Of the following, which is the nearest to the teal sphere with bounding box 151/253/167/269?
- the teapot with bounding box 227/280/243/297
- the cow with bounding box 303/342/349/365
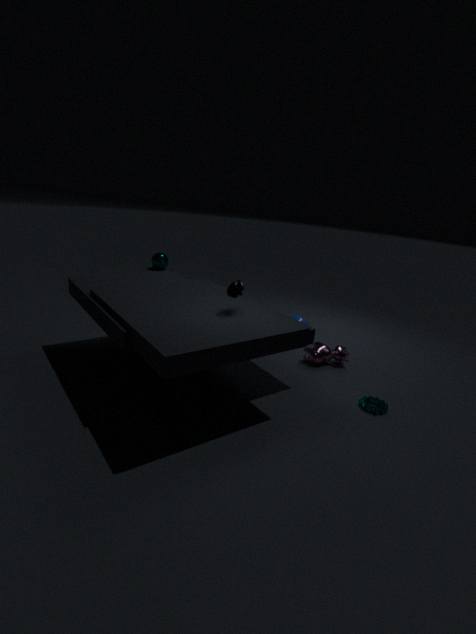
the cow with bounding box 303/342/349/365
